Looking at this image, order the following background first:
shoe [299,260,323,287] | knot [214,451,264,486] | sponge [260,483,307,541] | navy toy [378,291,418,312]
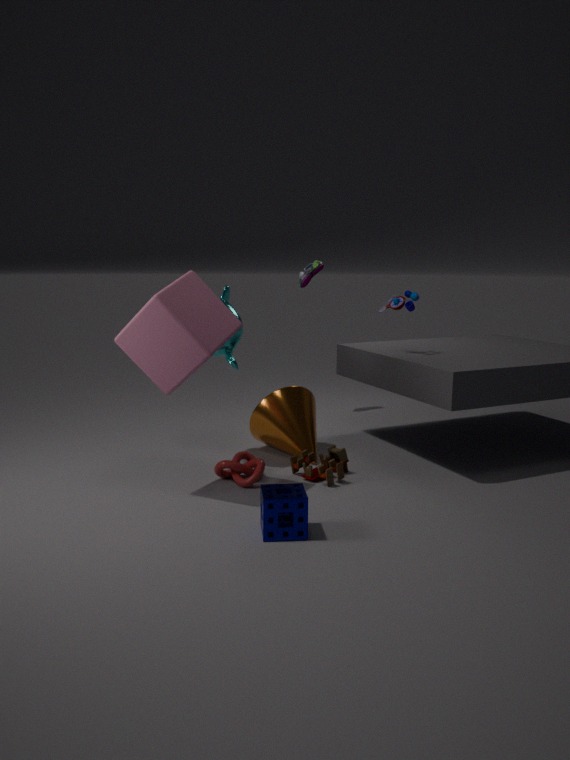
shoe [299,260,323,287] < navy toy [378,291,418,312] < knot [214,451,264,486] < sponge [260,483,307,541]
